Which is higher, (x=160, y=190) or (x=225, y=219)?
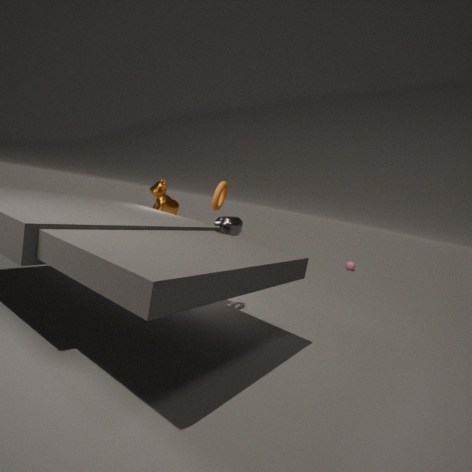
(x=160, y=190)
